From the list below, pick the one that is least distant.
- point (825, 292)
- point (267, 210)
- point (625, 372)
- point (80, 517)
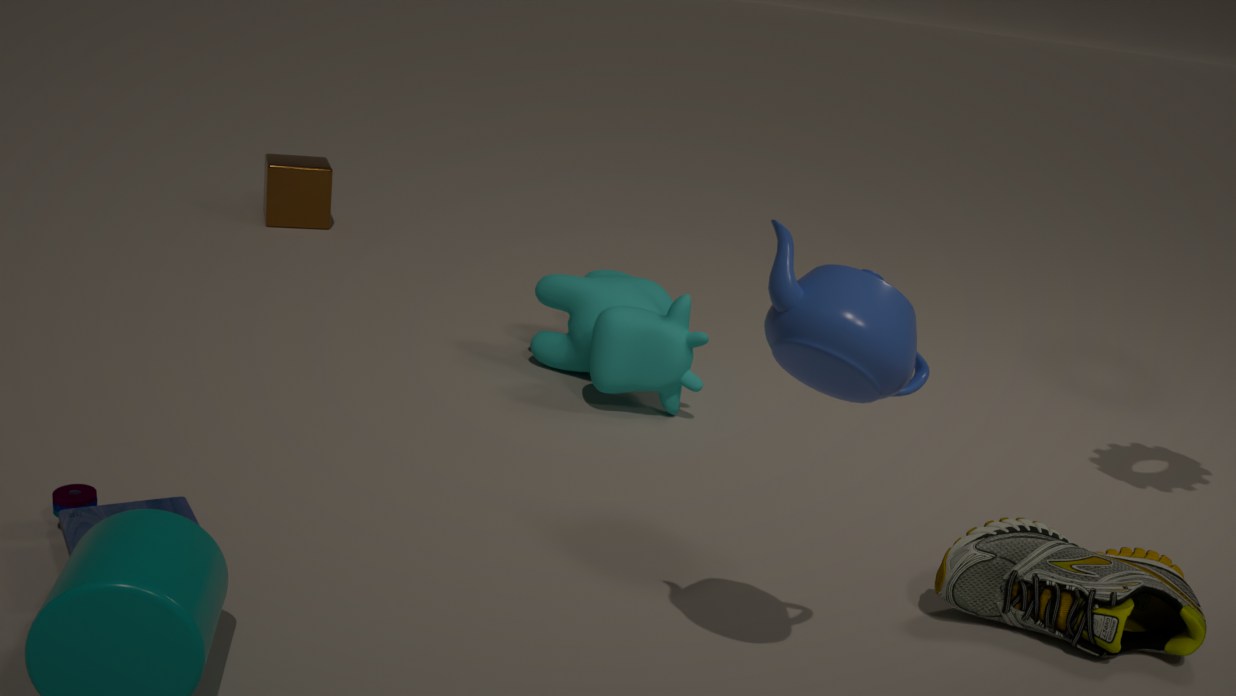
point (825, 292)
